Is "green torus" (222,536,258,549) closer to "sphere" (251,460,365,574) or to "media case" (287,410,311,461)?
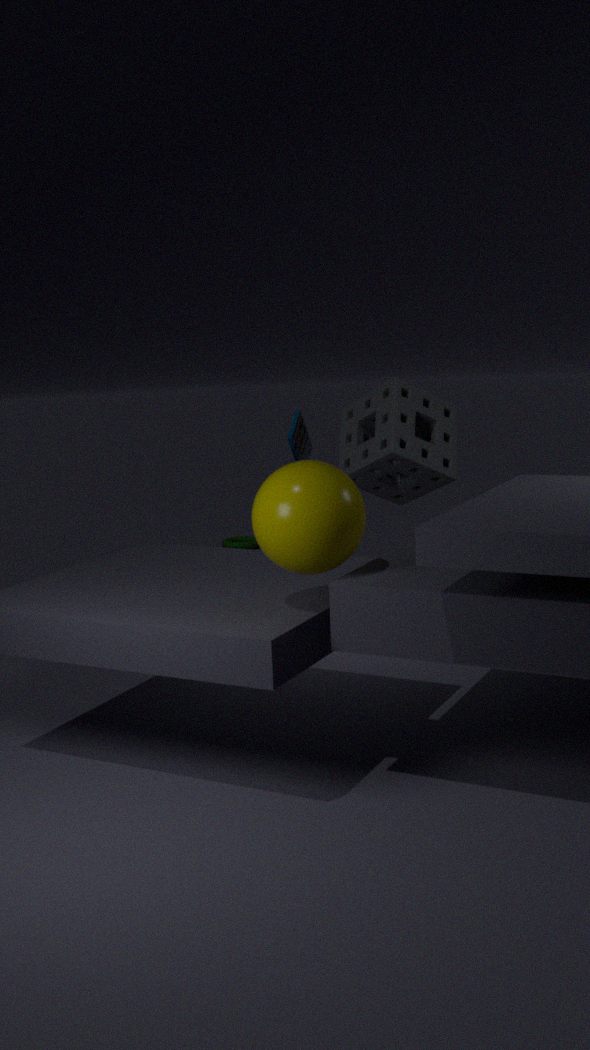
"media case" (287,410,311,461)
